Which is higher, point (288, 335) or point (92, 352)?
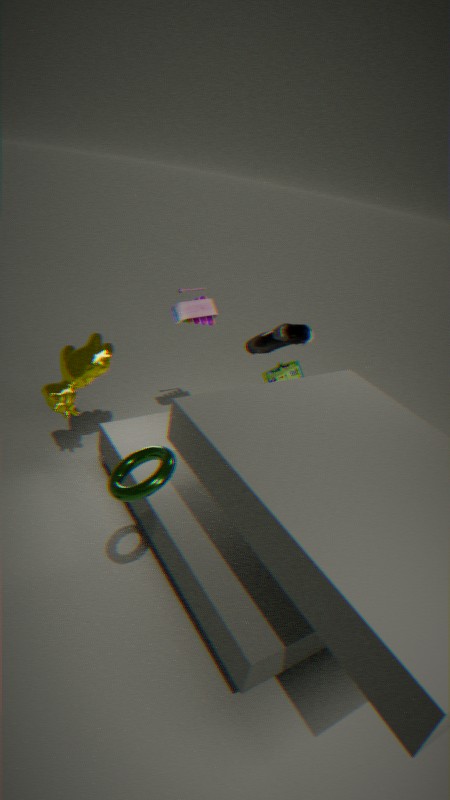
point (288, 335)
